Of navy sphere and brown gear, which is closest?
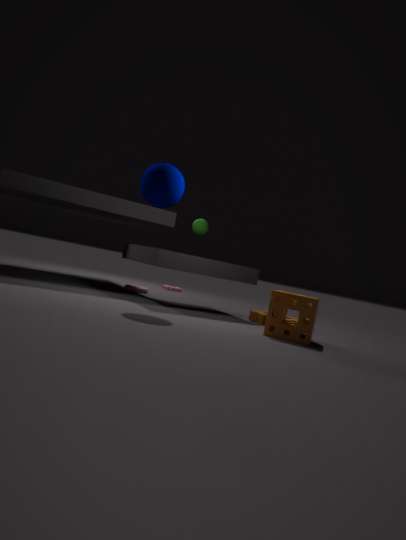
navy sphere
